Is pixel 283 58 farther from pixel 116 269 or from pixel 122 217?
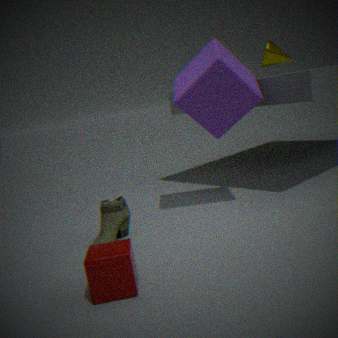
pixel 116 269
